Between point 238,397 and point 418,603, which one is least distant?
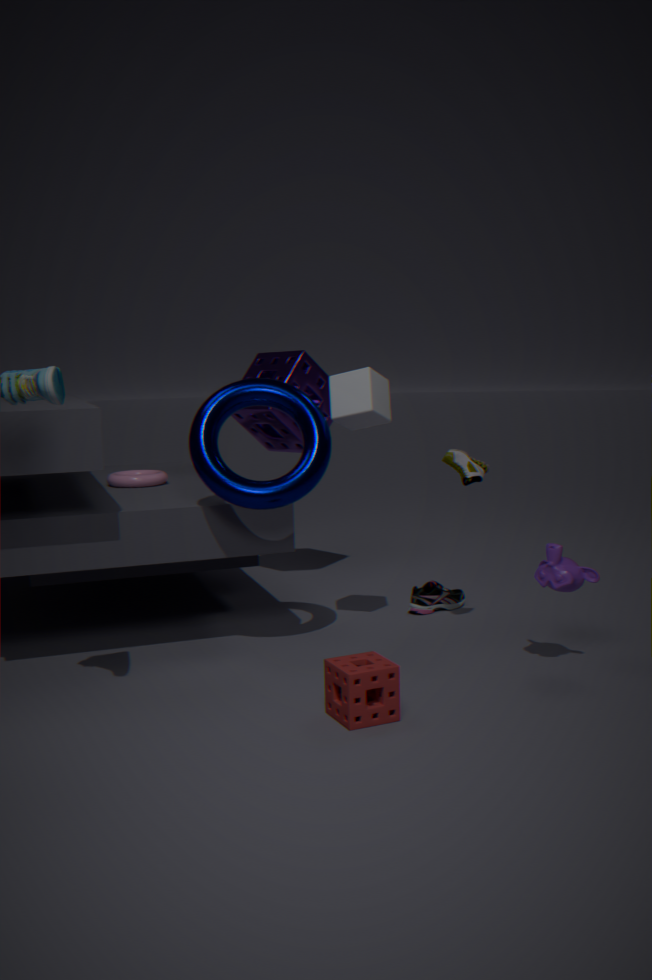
point 238,397
